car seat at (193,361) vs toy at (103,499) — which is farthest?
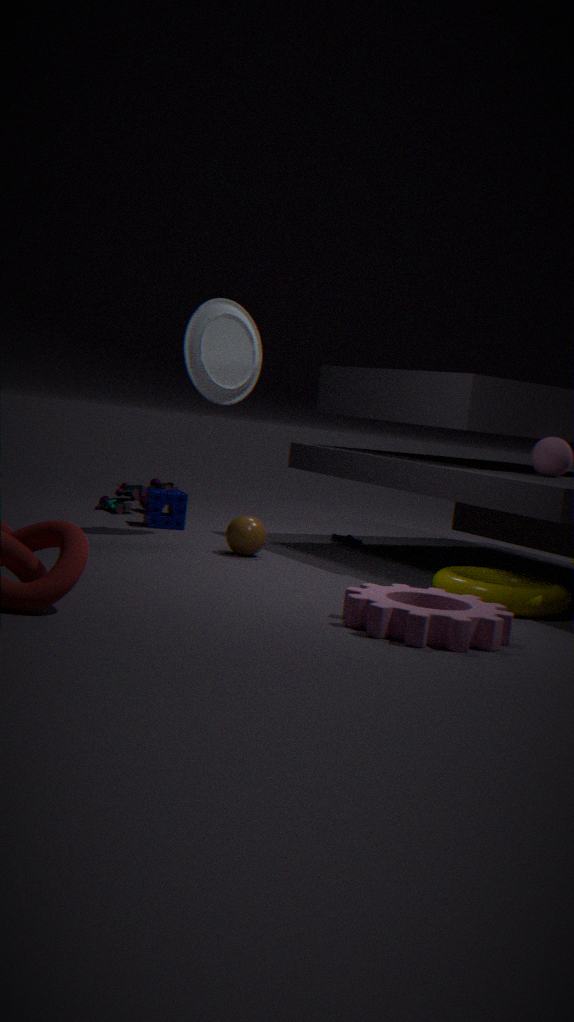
toy at (103,499)
